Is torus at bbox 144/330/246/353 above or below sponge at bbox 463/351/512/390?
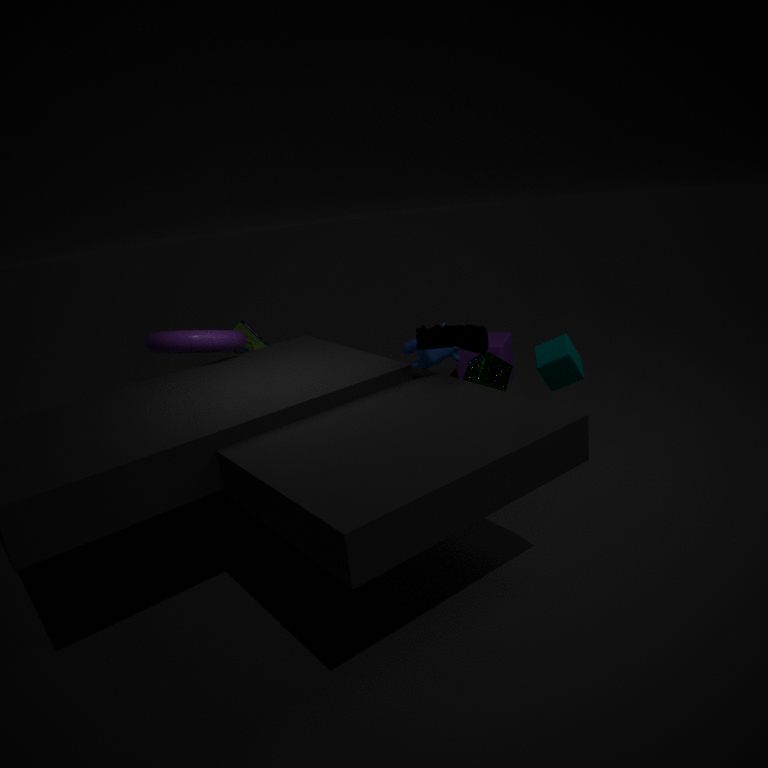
above
